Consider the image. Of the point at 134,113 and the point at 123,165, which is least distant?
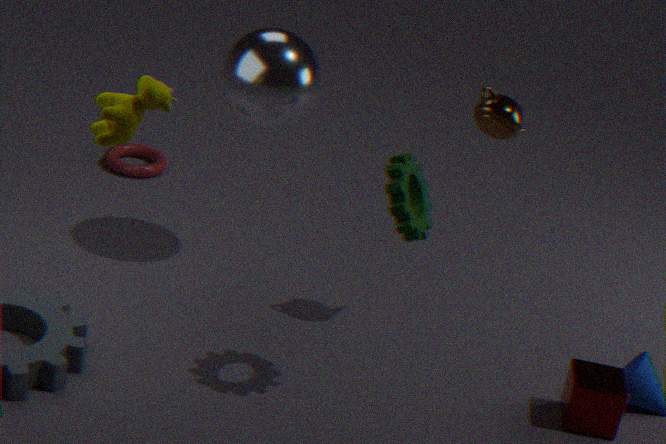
the point at 134,113
